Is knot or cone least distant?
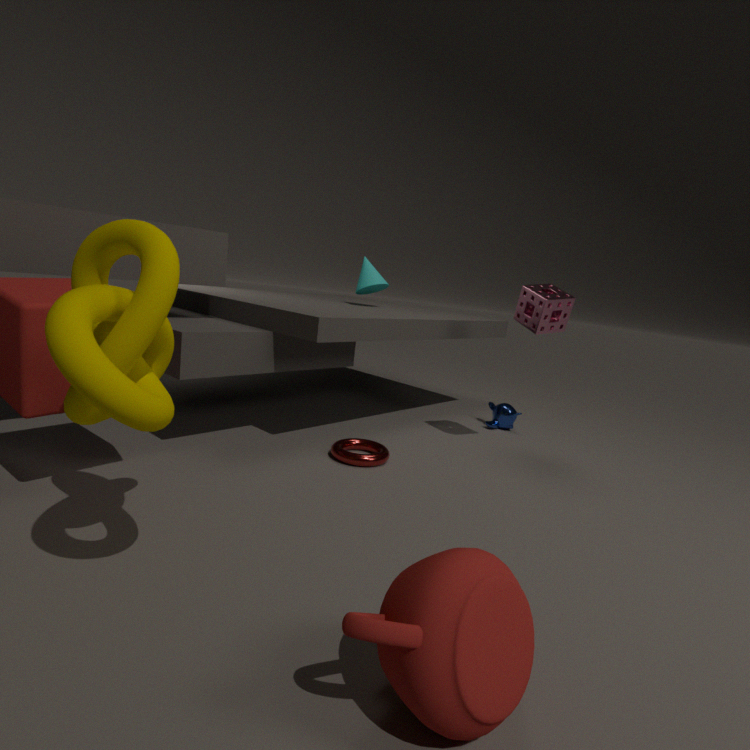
knot
